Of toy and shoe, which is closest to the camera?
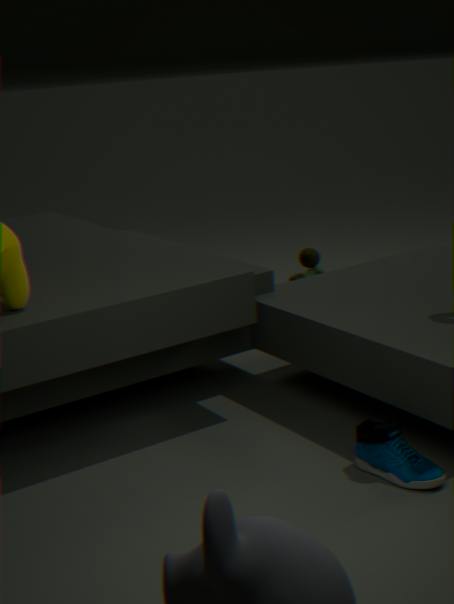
shoe
